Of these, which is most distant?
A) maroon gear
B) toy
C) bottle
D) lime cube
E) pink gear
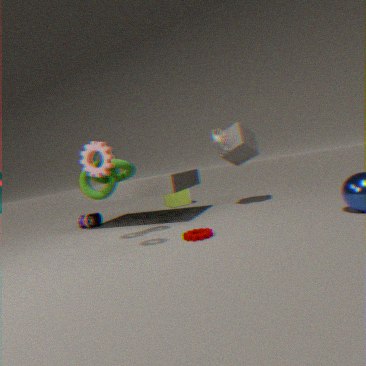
lime cube
